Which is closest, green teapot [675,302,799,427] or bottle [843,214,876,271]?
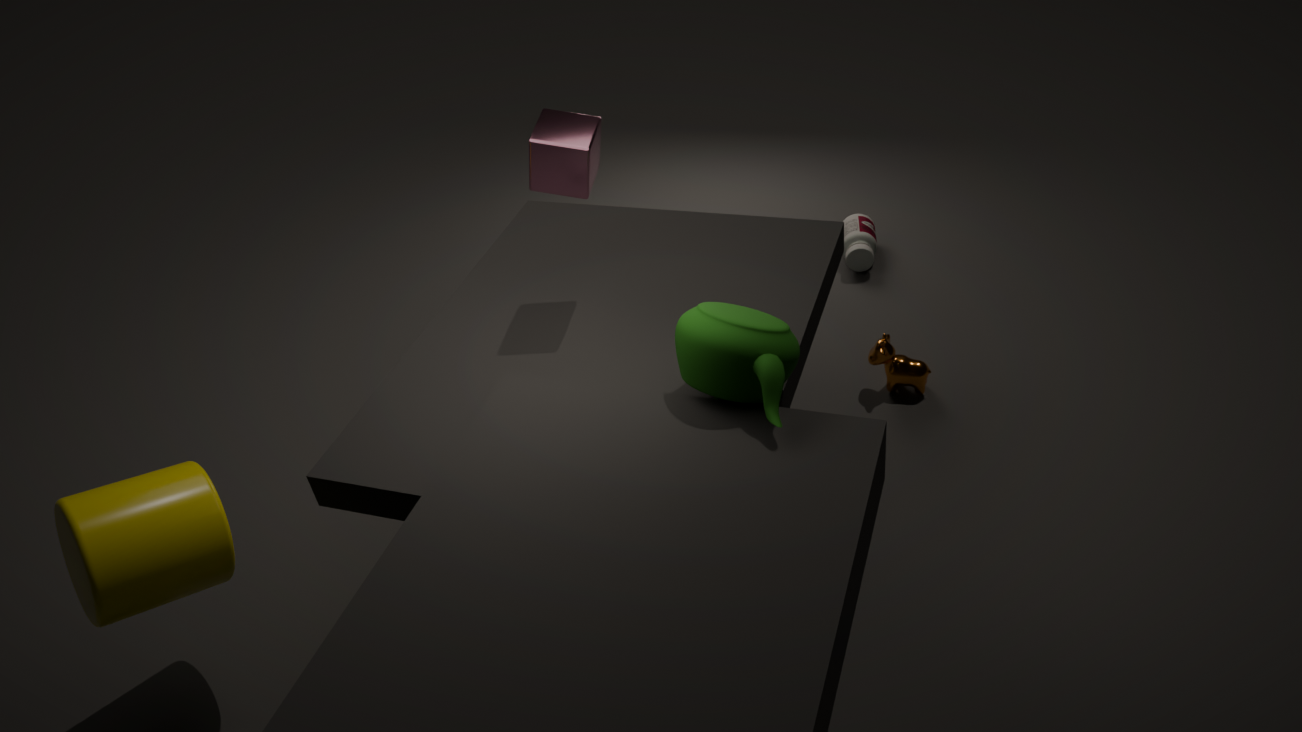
green teapot [675,302,799,427]
